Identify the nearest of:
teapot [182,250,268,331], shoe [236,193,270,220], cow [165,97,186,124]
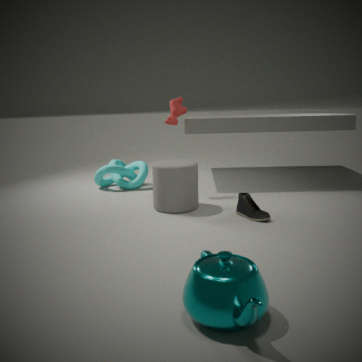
teapot [182,250,268,331]
